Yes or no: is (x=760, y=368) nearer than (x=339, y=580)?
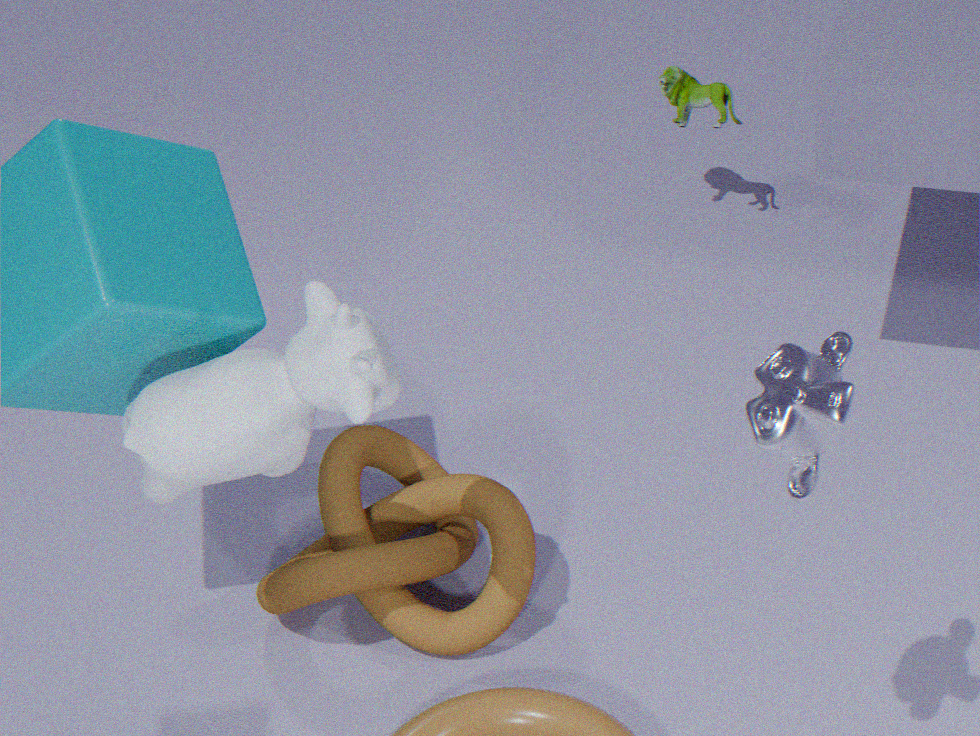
Yes
